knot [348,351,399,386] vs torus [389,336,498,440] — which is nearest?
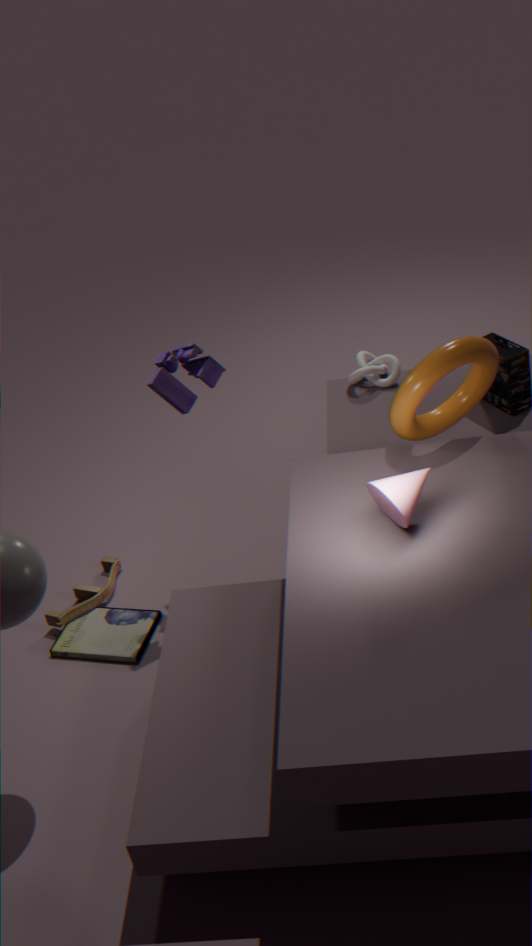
torus [389,336,498,440]
